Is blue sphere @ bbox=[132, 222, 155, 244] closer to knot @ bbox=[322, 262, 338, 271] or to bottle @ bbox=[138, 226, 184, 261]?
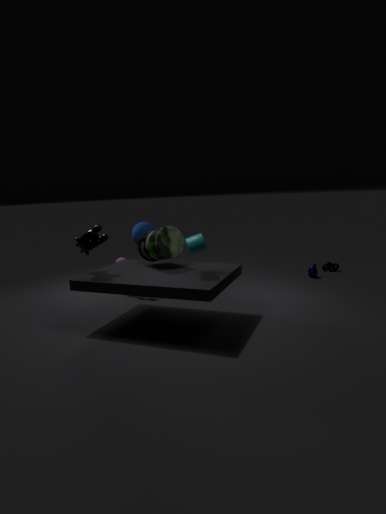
bottle @ bbox=[138, 226, 184, 261]
